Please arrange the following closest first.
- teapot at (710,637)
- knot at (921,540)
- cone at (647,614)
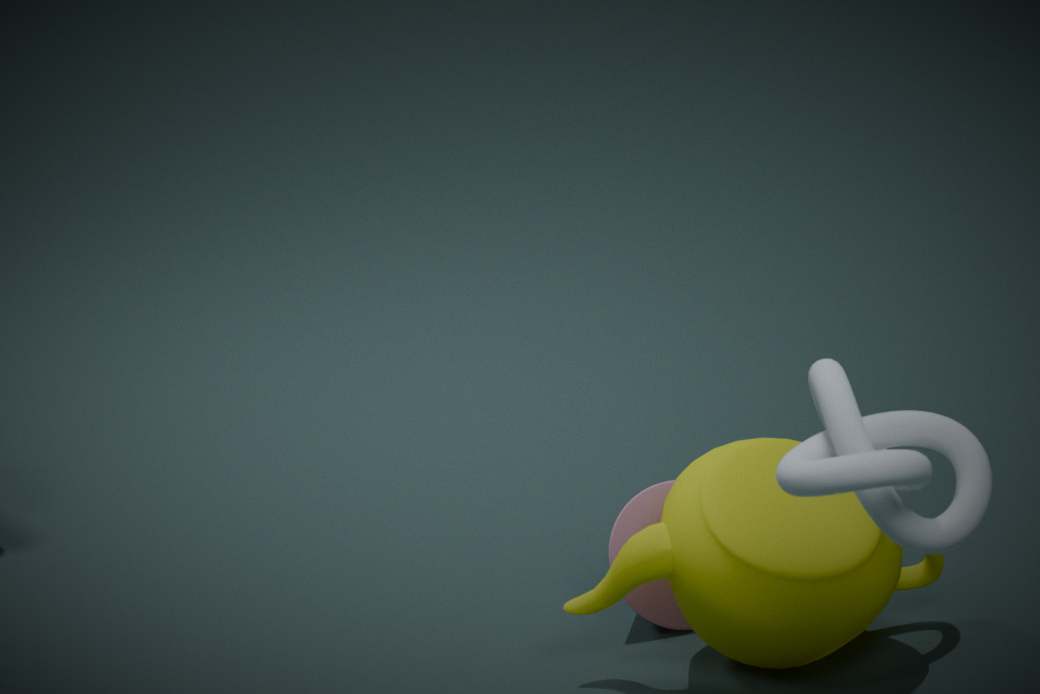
knot at (921,540), teapot at (710,637), cone at (647,614)
